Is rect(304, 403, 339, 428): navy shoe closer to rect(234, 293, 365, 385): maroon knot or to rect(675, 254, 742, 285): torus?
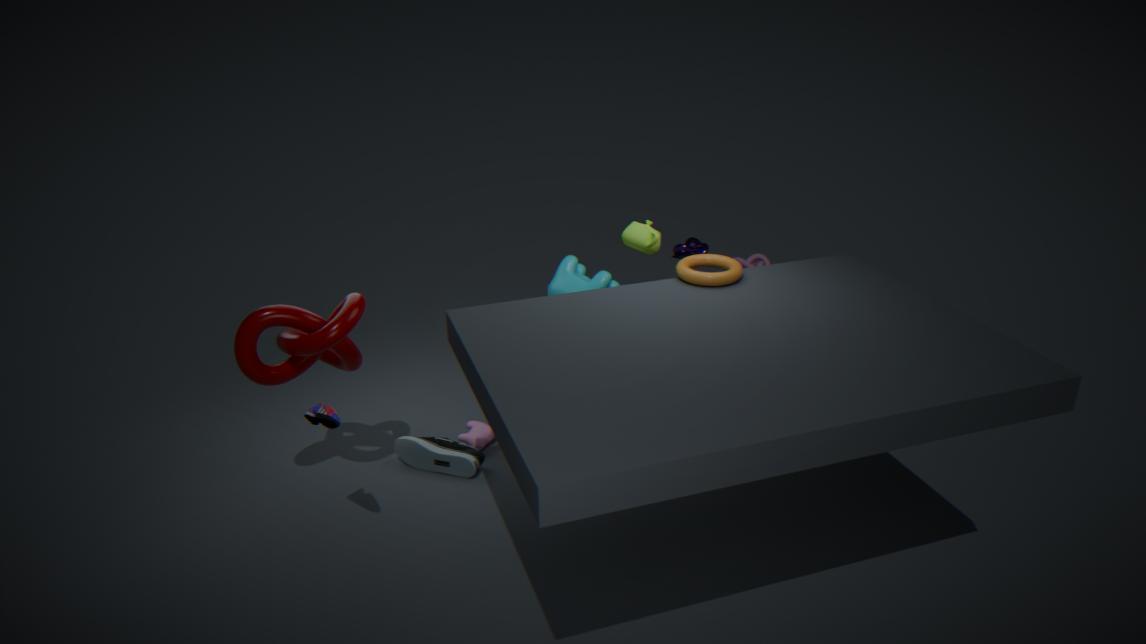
rect(234, 293, 365, 385): maroon knot
